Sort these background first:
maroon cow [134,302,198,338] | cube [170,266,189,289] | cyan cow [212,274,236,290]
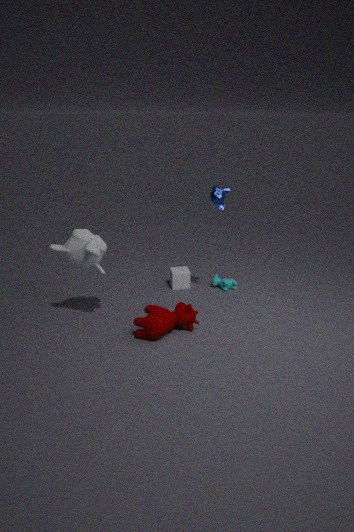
1. cyan cow [212,274,236,290]
2. cube [170,266,189,289]
3. maroon cow [134,302,198,338]
